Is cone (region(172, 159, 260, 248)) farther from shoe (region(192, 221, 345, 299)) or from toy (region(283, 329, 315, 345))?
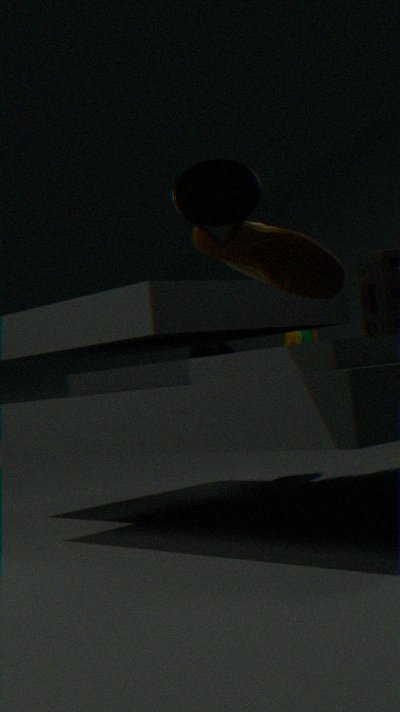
toy (region(283, 329, 315, 345))
